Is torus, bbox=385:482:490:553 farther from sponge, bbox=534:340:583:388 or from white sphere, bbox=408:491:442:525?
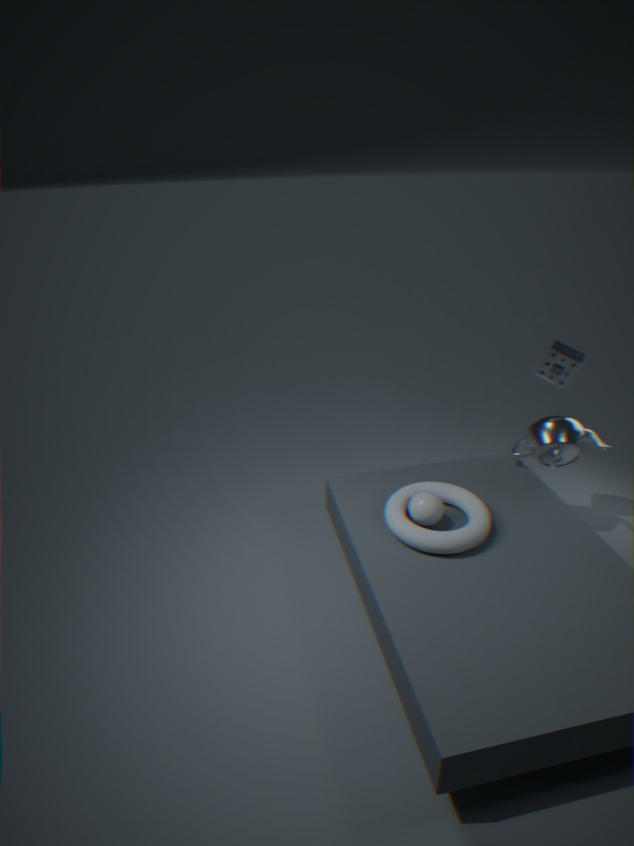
sponge, bbox=534:340:583:388
